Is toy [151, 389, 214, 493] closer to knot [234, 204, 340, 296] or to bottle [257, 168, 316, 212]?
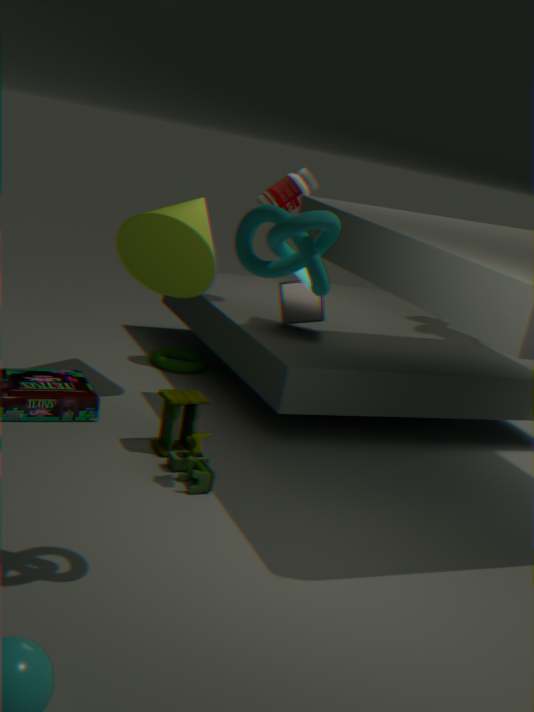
knot [234, 204, 340, 296]
